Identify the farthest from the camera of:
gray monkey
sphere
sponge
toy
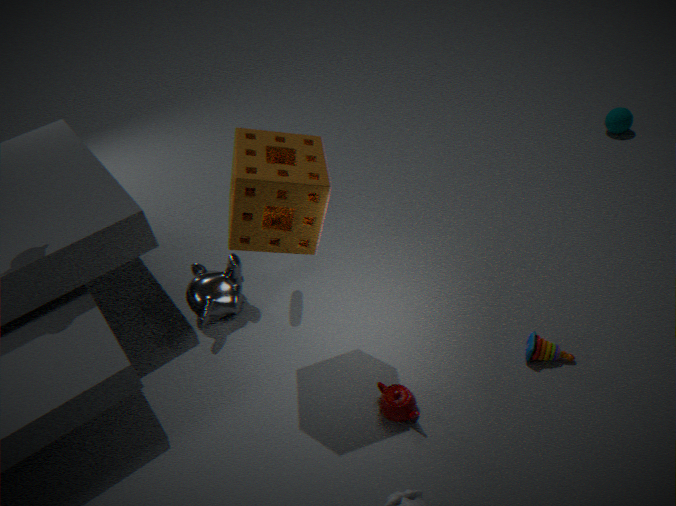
sphere
